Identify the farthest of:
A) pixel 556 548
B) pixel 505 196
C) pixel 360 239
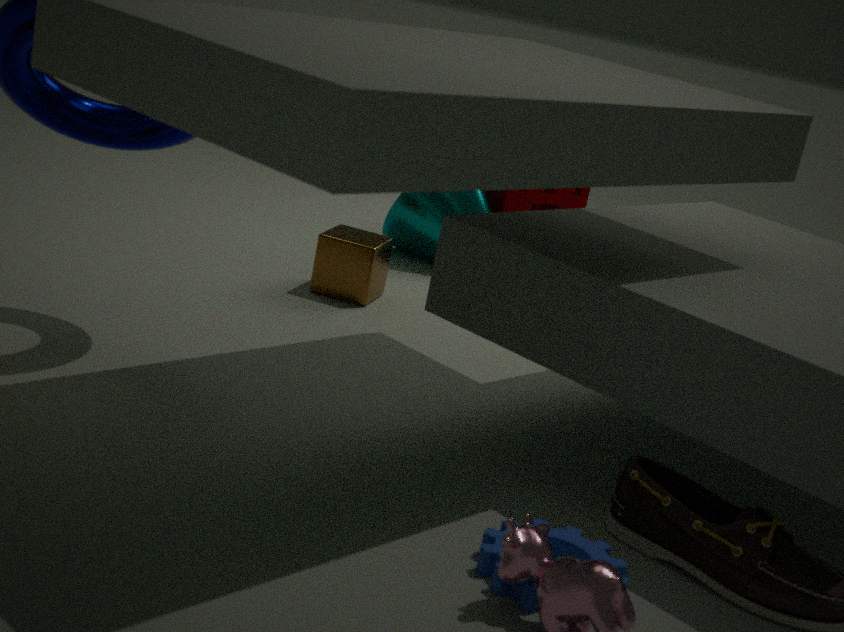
pixel 505 196
